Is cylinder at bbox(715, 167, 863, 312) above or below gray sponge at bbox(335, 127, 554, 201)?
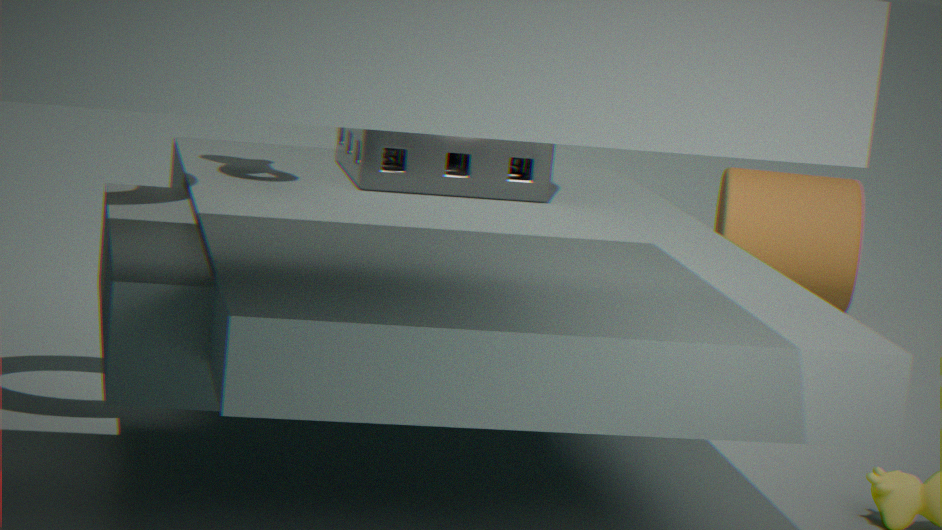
below
